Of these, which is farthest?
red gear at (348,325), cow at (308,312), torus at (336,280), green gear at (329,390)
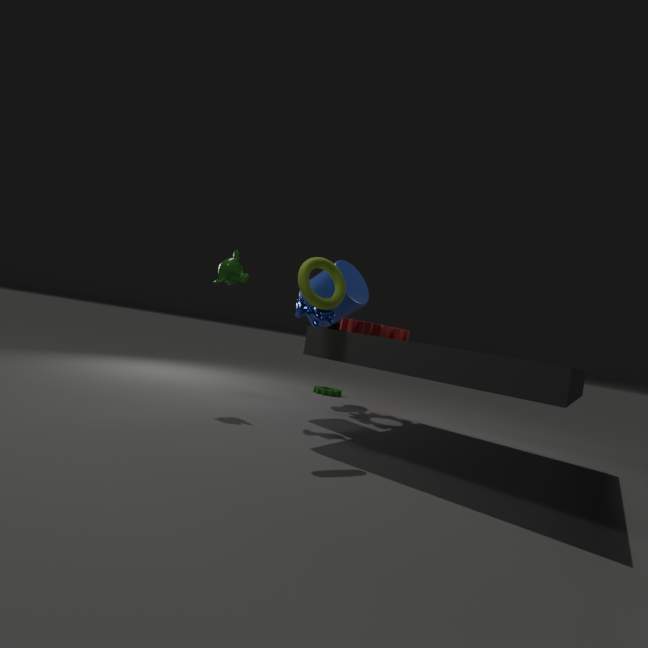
green gear at (329,390)
